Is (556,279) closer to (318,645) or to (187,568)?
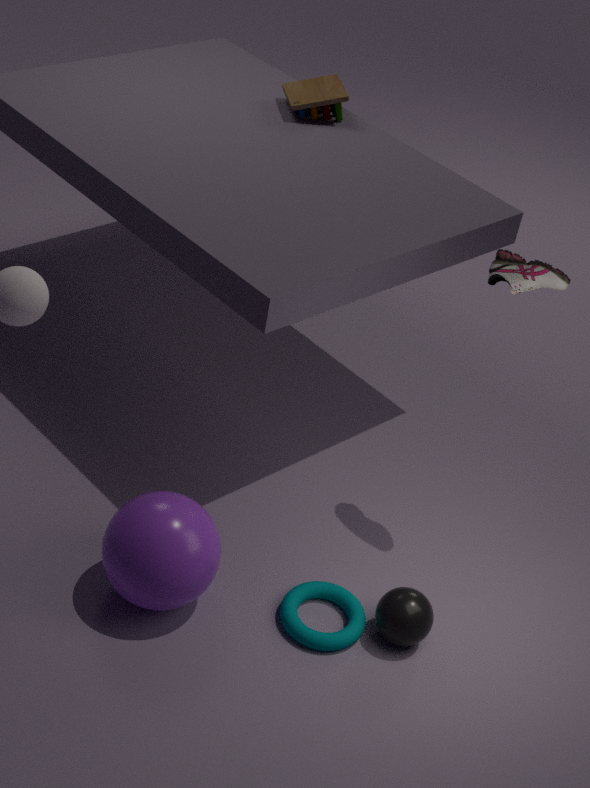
(318,645)
